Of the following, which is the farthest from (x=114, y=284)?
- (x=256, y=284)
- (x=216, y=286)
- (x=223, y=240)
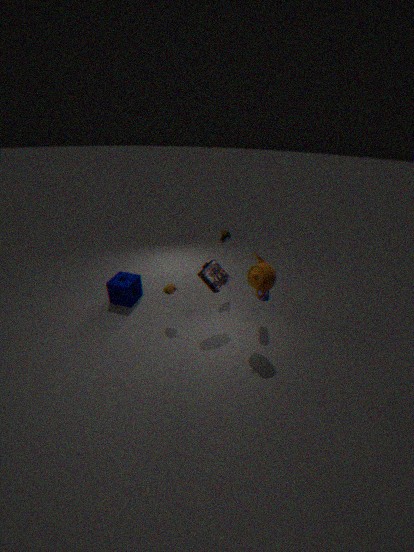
(x=256, y=284)
